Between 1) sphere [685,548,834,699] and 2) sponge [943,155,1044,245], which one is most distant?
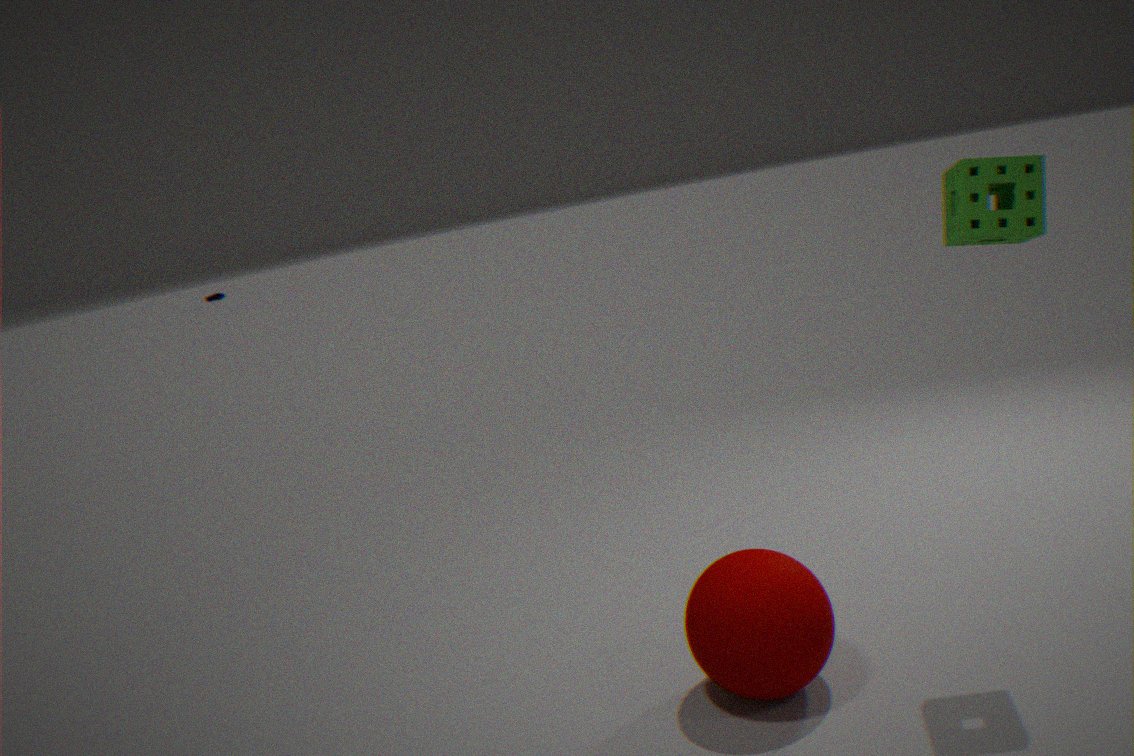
1. sphere [685,548,834,699]
